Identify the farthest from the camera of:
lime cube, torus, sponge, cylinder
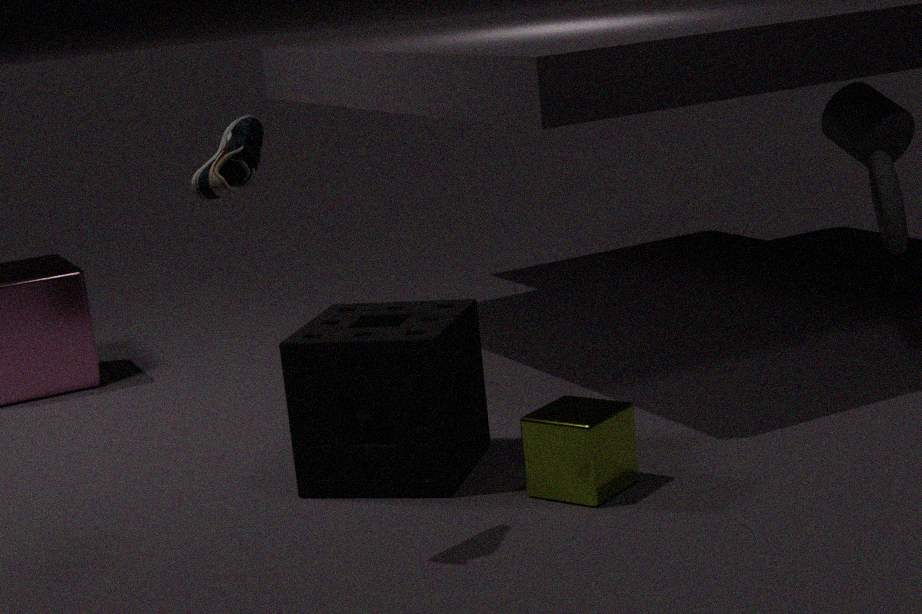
cylinder
